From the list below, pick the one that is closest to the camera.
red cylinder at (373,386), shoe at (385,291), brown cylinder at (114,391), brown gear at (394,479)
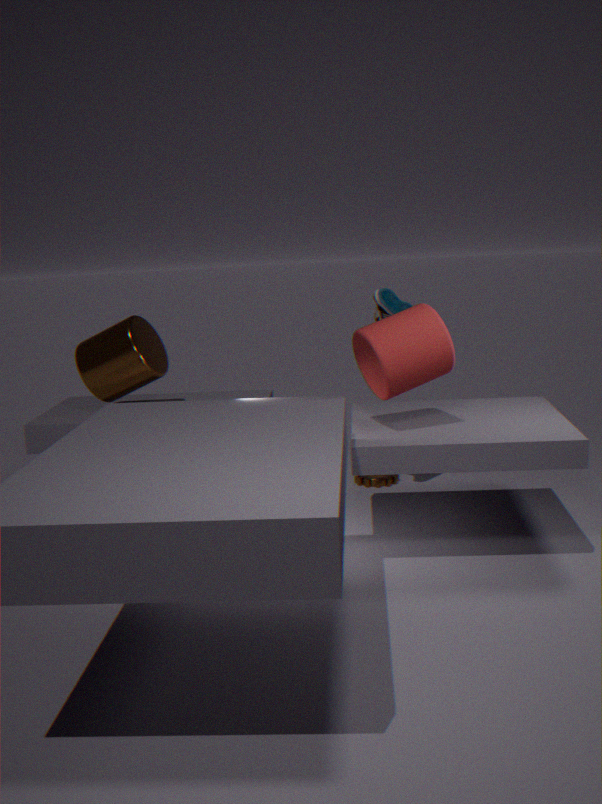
red cylinder at (373,386)
